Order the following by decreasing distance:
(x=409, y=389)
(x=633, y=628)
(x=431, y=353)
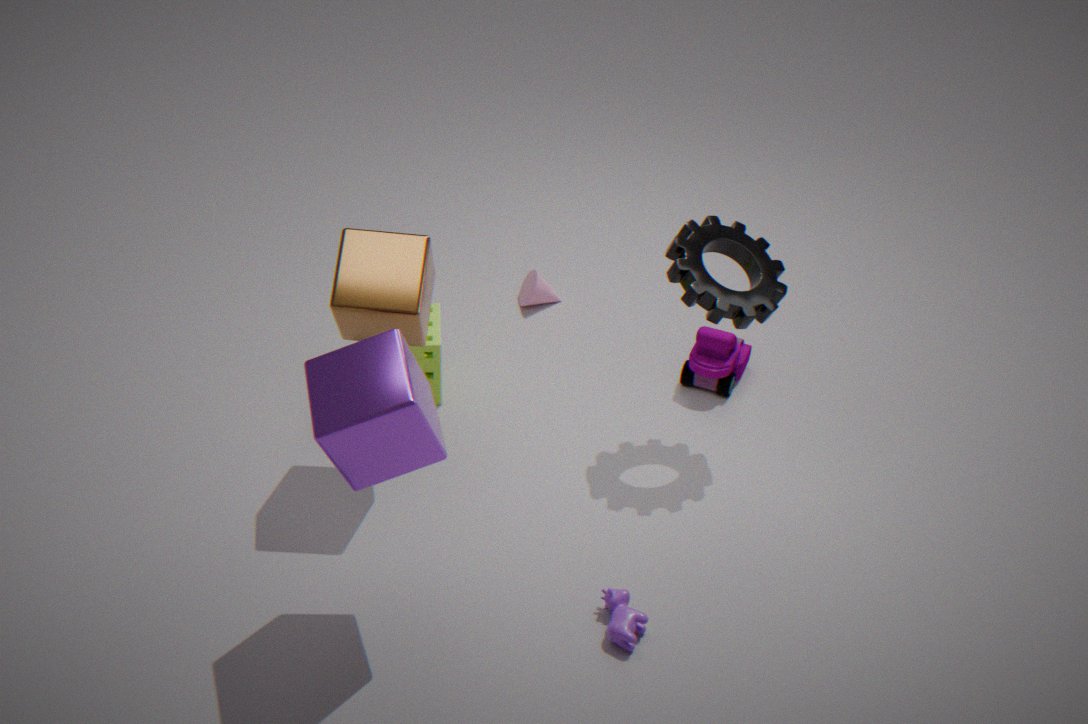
1. (x=431, y=353)
2. (x=633, y=628)
3. (x=409, y=389)
